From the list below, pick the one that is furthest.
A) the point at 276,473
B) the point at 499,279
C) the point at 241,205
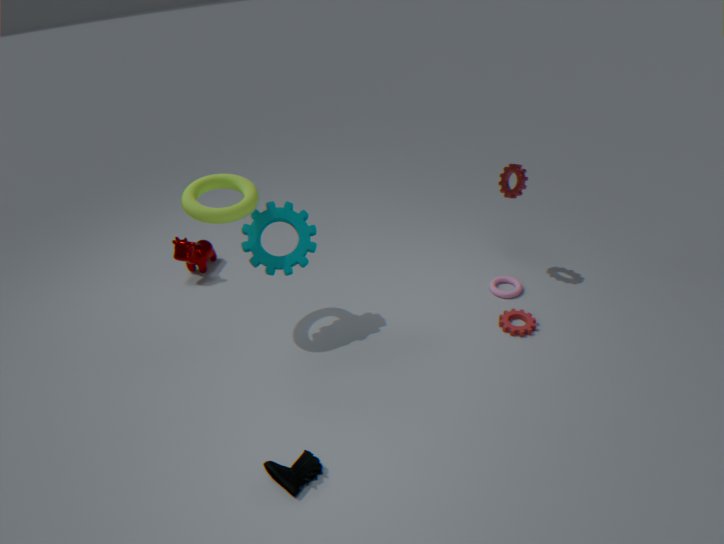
the point at 499,279
